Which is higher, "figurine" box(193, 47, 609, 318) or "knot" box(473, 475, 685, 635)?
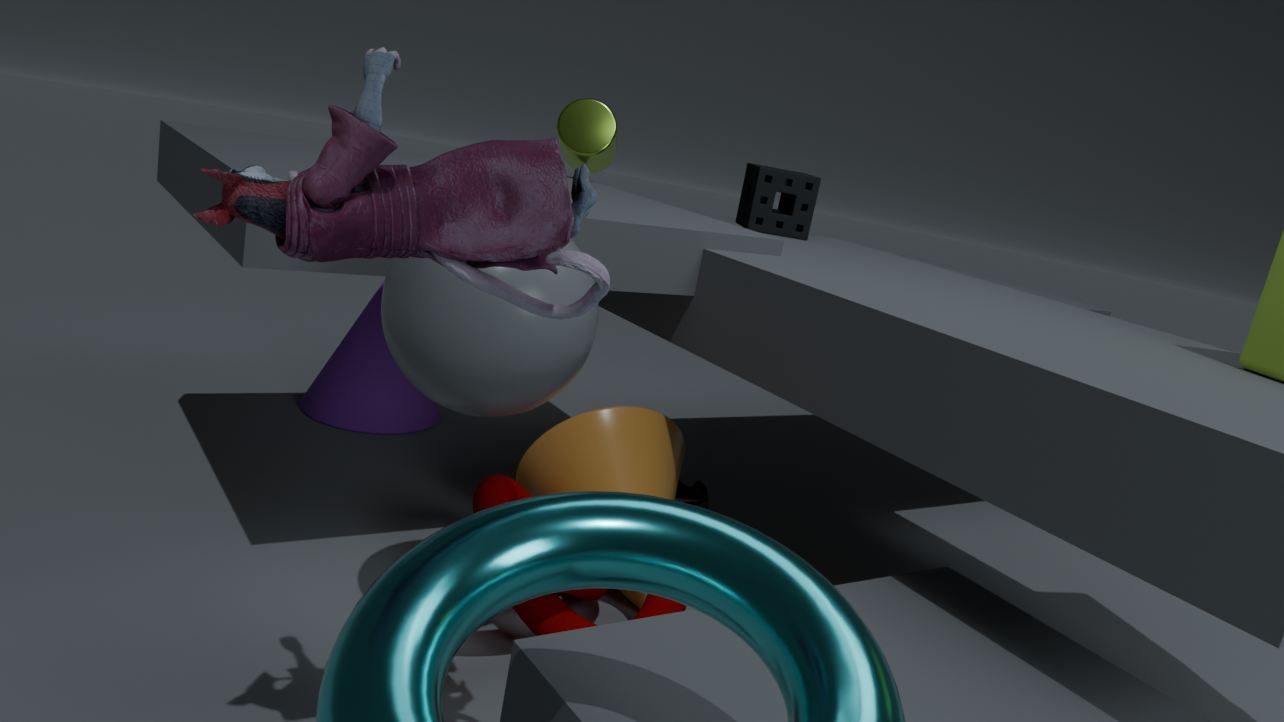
"figurine" box(193, 47, 609, 318)
